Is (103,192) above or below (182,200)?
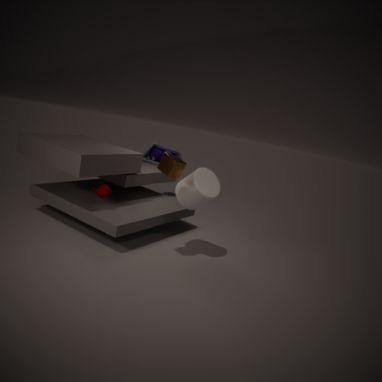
below
